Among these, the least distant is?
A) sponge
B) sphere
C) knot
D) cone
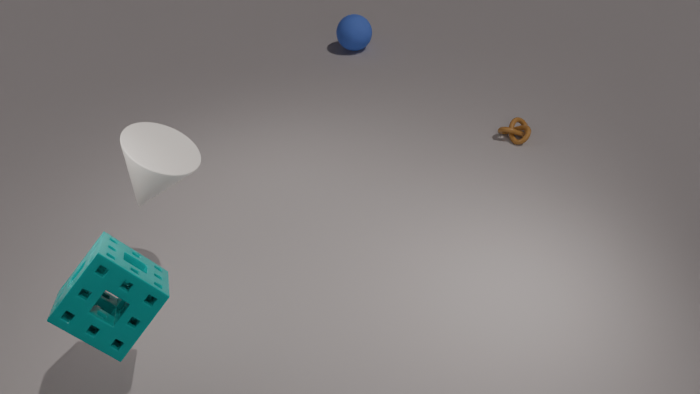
sponge
